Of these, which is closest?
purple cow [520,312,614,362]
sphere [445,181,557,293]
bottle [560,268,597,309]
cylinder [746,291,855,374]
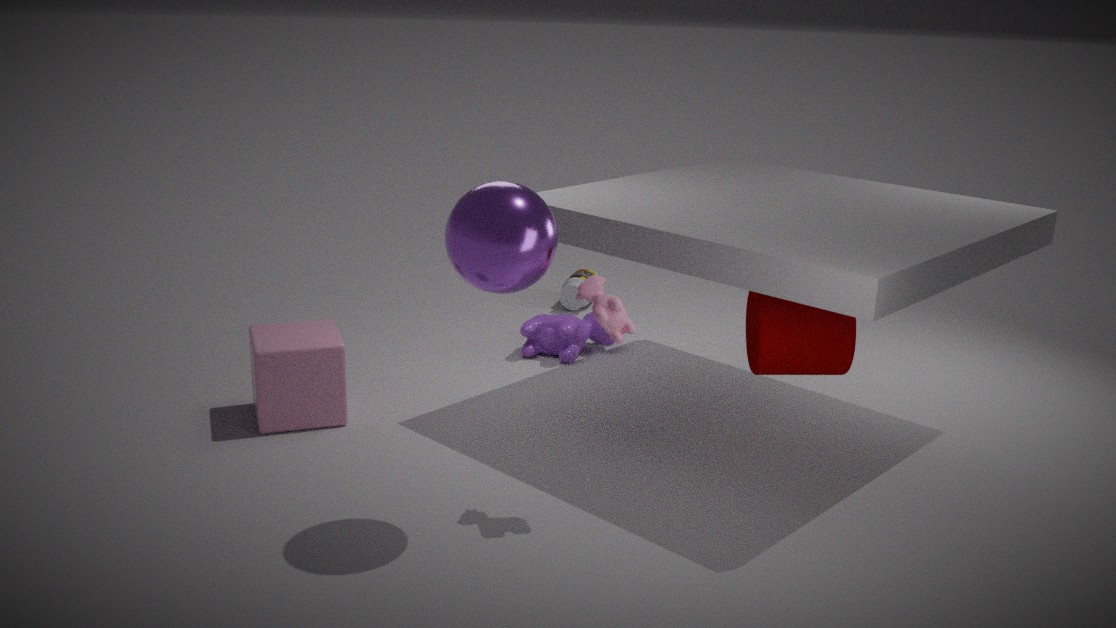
sphere [445,181,557,293]
